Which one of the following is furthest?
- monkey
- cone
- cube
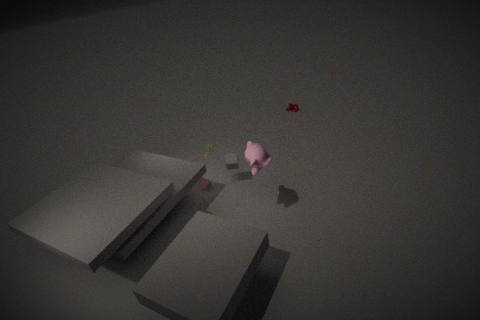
cone
